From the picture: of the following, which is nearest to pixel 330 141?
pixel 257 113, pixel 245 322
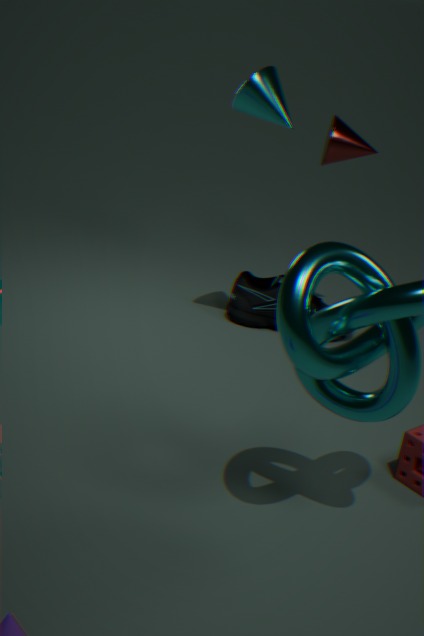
pixel 257 113
